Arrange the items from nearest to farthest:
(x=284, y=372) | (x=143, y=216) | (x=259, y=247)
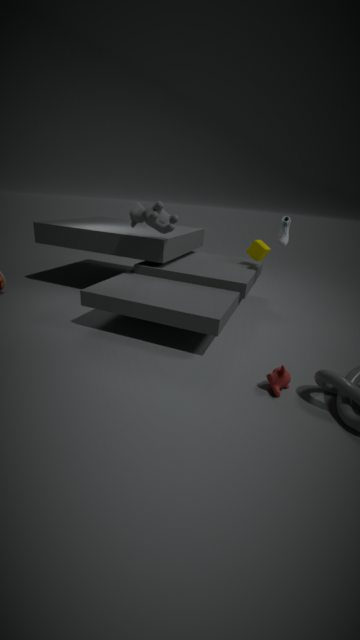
(x=284, y=372) < (x=143, y=216) < (x=259, y=247)
